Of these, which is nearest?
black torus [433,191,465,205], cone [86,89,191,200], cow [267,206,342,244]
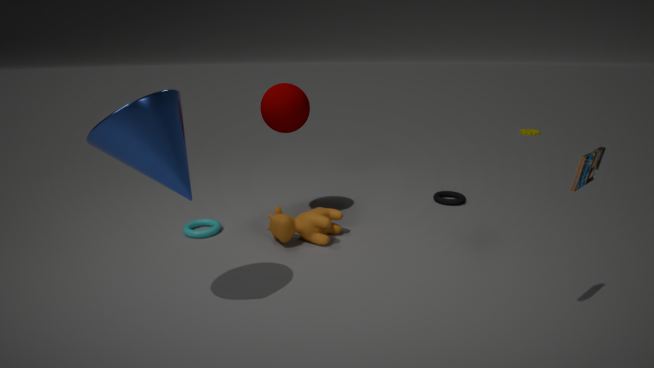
cone [86,89,191,200]
